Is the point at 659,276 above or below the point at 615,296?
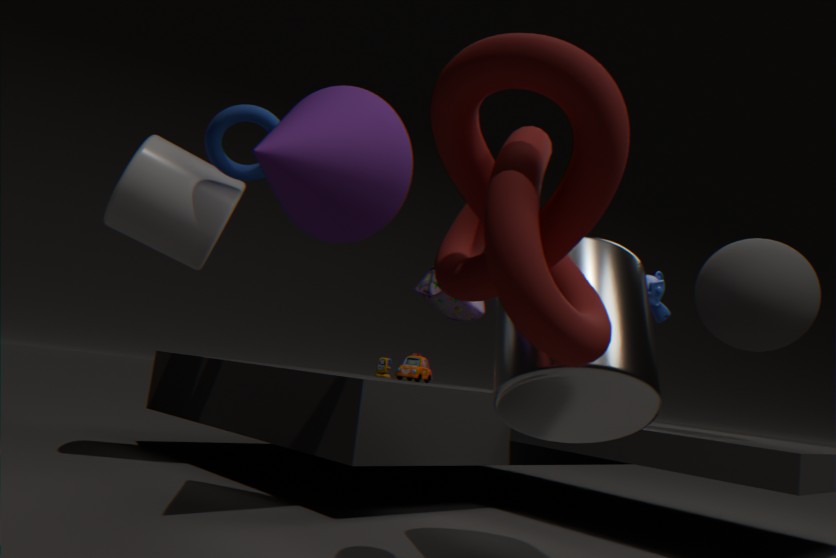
above
